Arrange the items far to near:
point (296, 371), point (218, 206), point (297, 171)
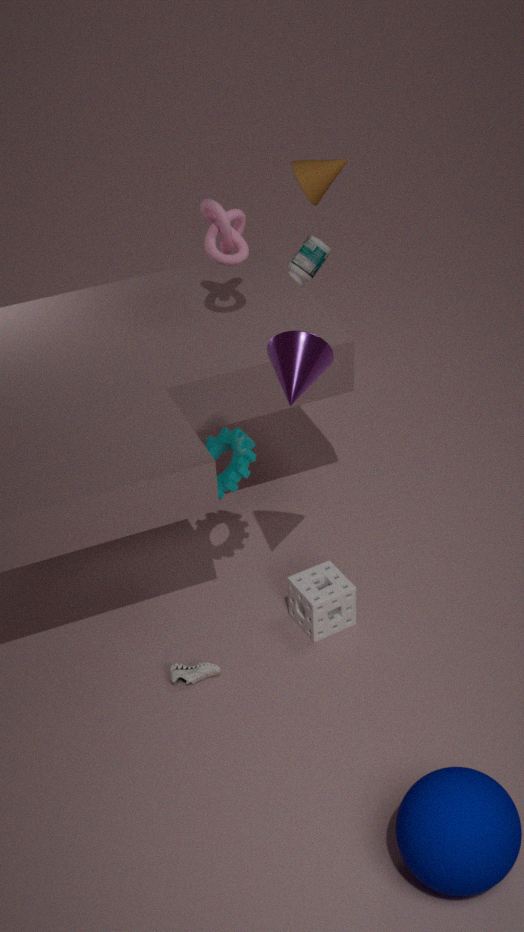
point (297, 171) → point (218, 206) → point (296, 371)
